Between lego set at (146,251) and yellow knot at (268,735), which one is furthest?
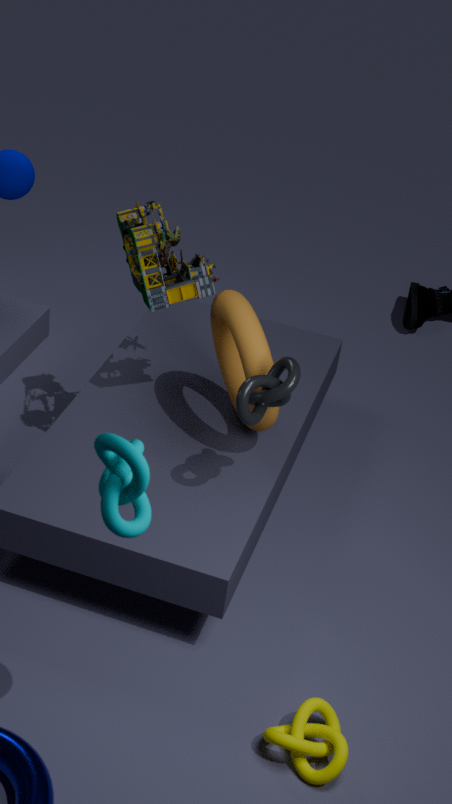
lego set at (146,251)
